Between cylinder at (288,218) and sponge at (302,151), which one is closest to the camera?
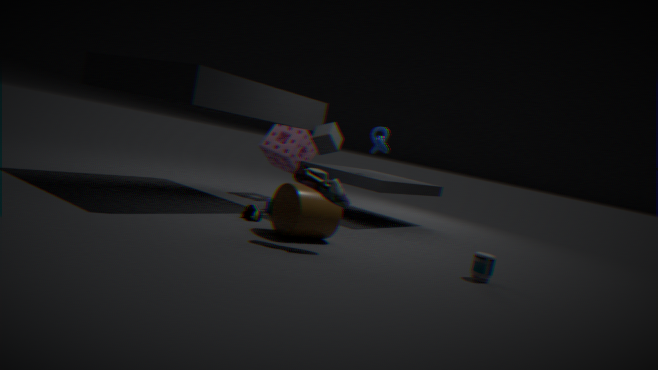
cylinder at (288,218)
